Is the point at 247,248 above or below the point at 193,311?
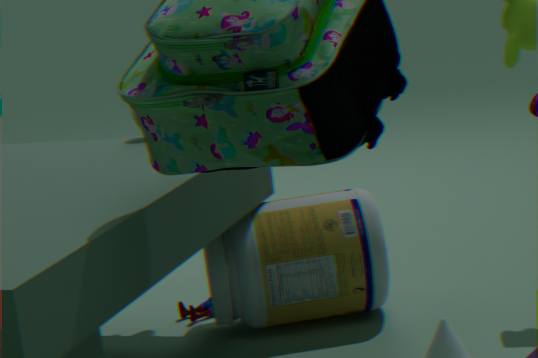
above
